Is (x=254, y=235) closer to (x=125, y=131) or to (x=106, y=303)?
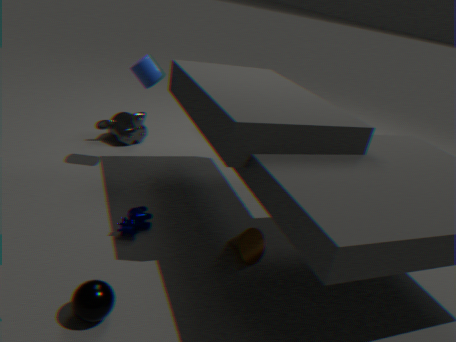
(x=106, y=303)
